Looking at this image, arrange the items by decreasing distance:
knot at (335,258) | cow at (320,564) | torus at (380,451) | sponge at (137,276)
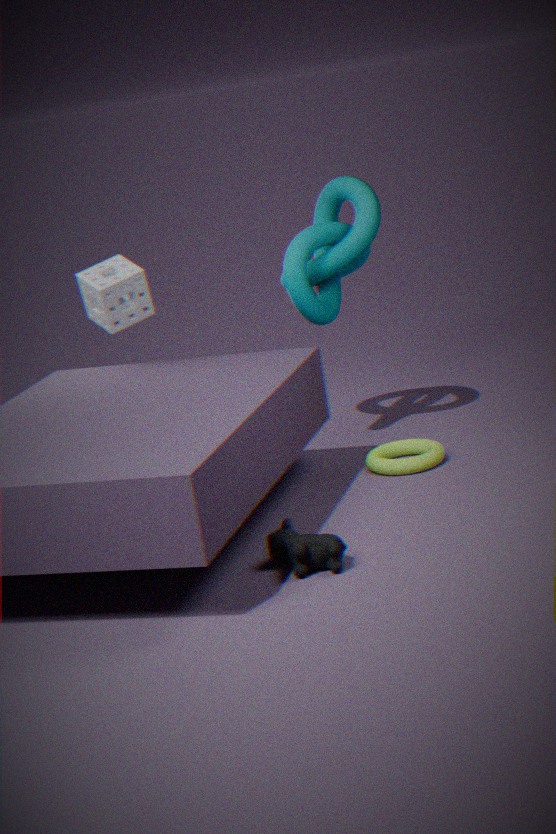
sponge at (137,276), knot at (335,258), torus at (380,451), cow at (320,564)
